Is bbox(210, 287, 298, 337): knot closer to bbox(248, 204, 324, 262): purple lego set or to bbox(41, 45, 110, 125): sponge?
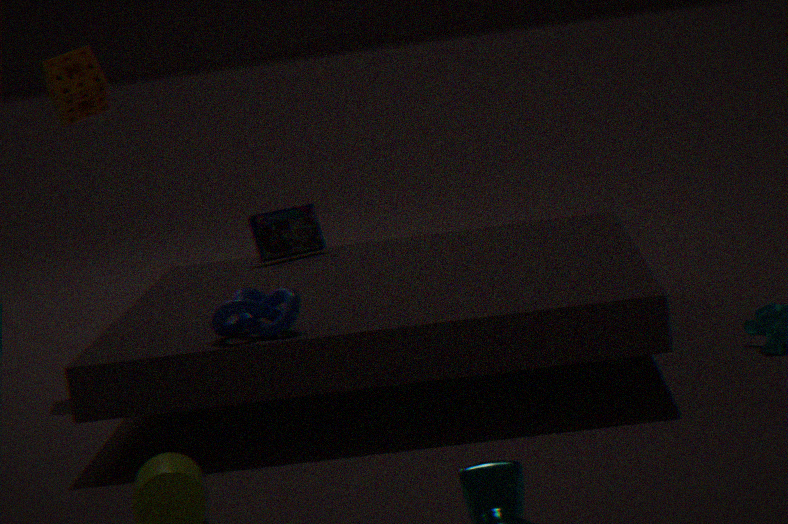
bbox(248, 204, 324, 262): purple lego set
